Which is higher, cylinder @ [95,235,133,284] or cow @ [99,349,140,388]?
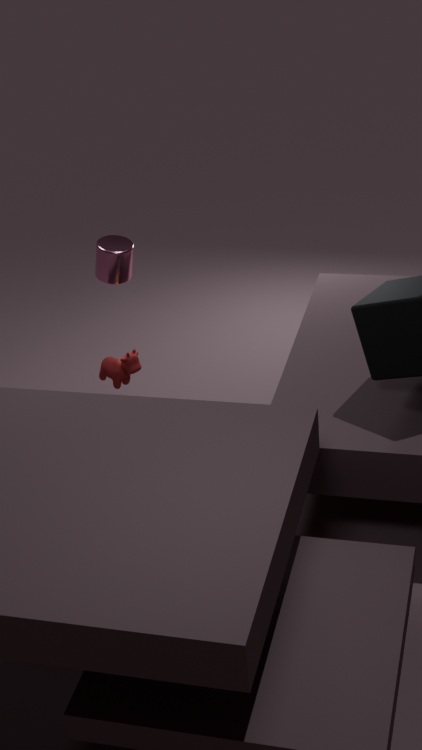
cylinder @ [95,235,133,284]
